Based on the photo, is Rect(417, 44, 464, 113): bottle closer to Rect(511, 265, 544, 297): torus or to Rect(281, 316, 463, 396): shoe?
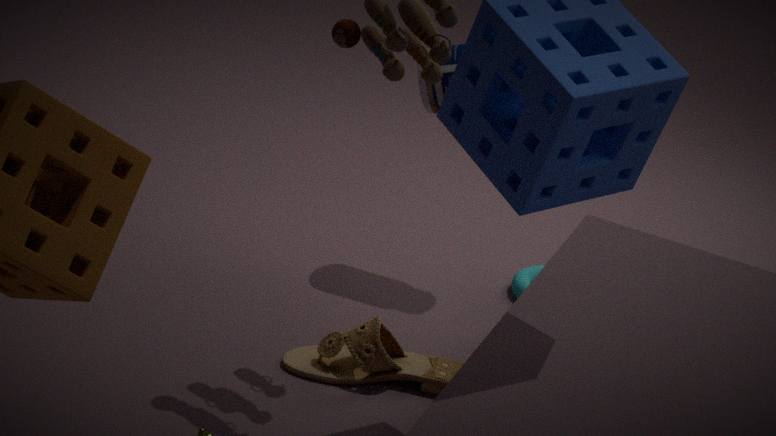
Rect(511, 265, 544, 297): torus
